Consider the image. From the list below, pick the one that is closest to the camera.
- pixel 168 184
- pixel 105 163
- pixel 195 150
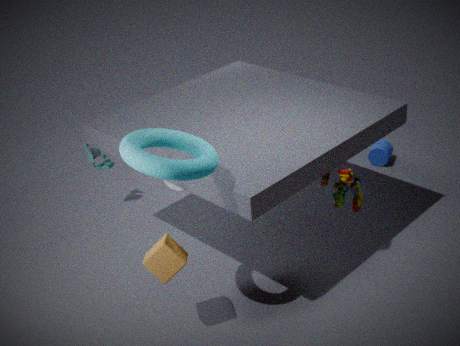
pixel 195 150
